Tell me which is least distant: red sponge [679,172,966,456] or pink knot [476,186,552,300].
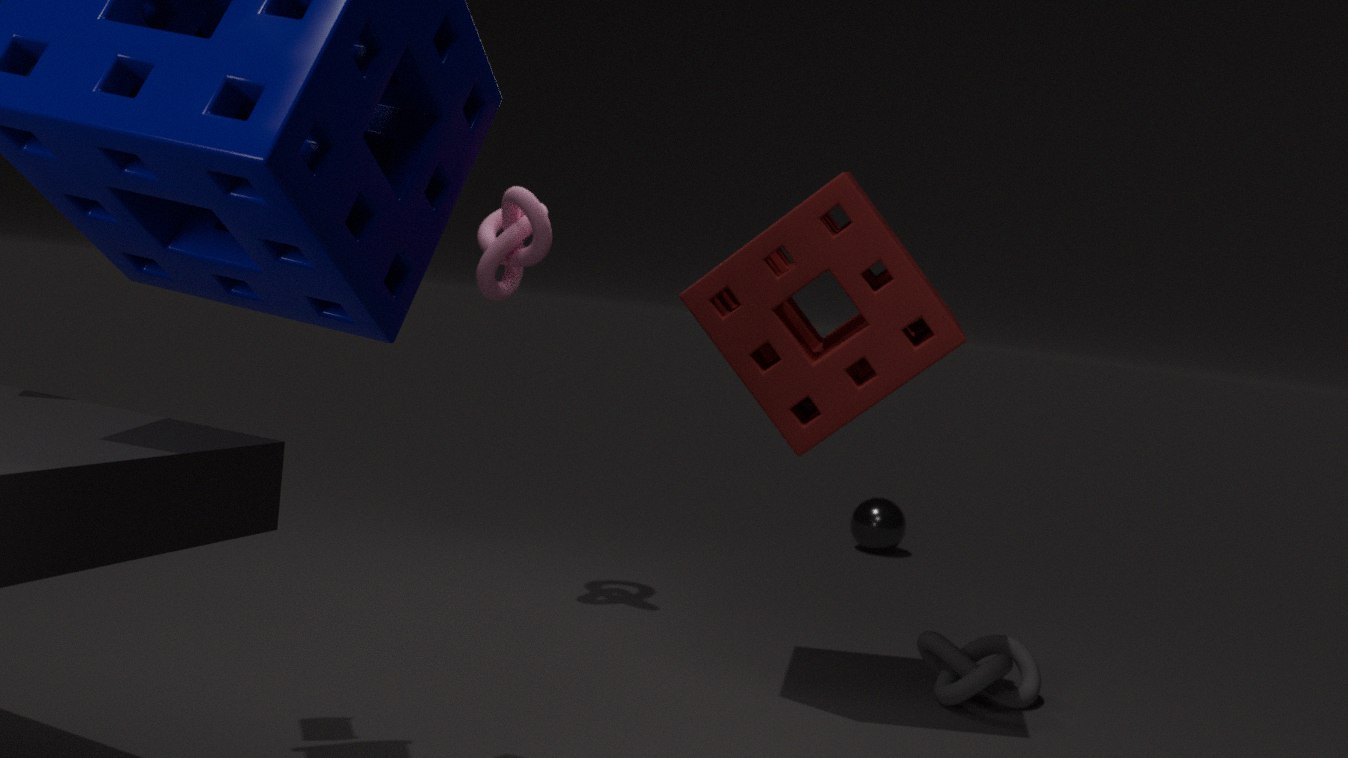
red sponge [679,172,966,456]
